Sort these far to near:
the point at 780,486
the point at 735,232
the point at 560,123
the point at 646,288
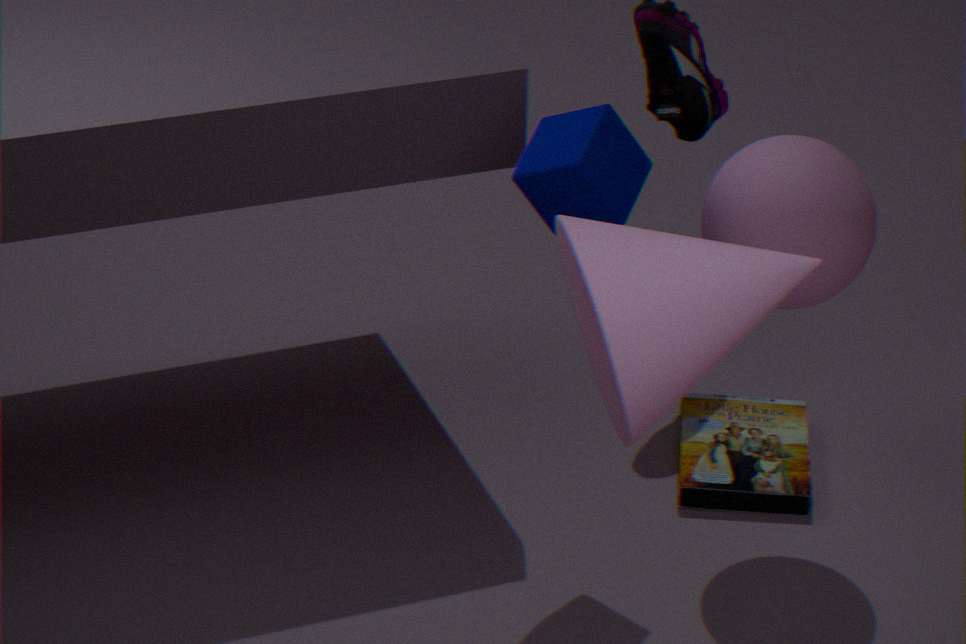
the point at 780,486, the point at 560,123, the point at 735,232, the point at 646,288
